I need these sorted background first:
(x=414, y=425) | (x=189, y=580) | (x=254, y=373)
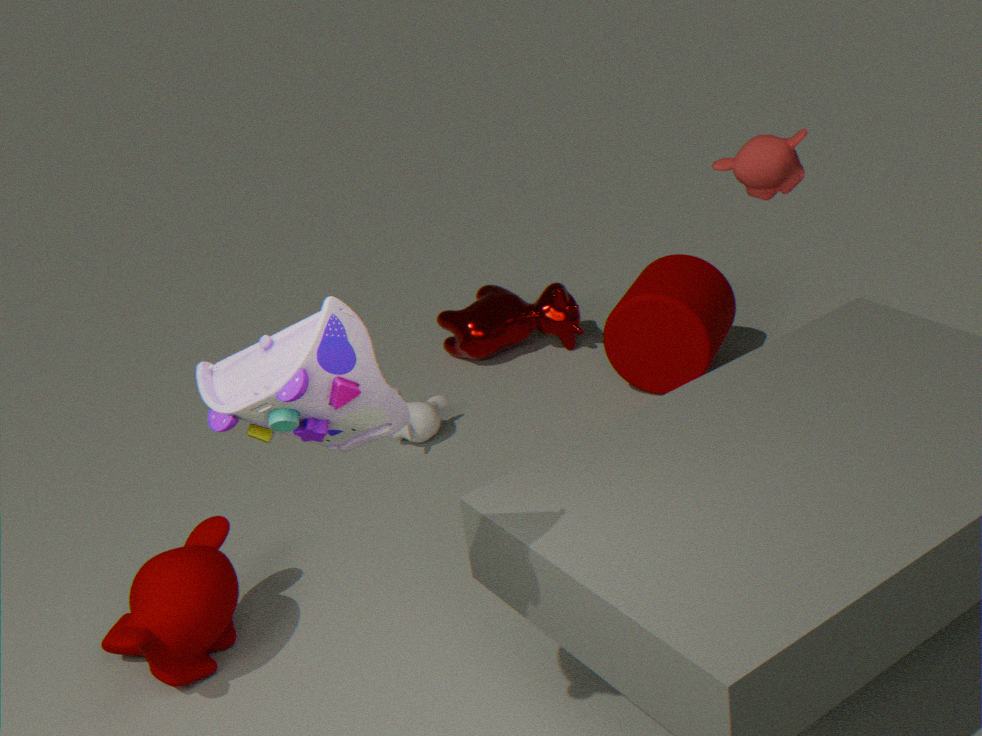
(x=414, y=425)
(x=189, y=580)
(x=254, y=373)
